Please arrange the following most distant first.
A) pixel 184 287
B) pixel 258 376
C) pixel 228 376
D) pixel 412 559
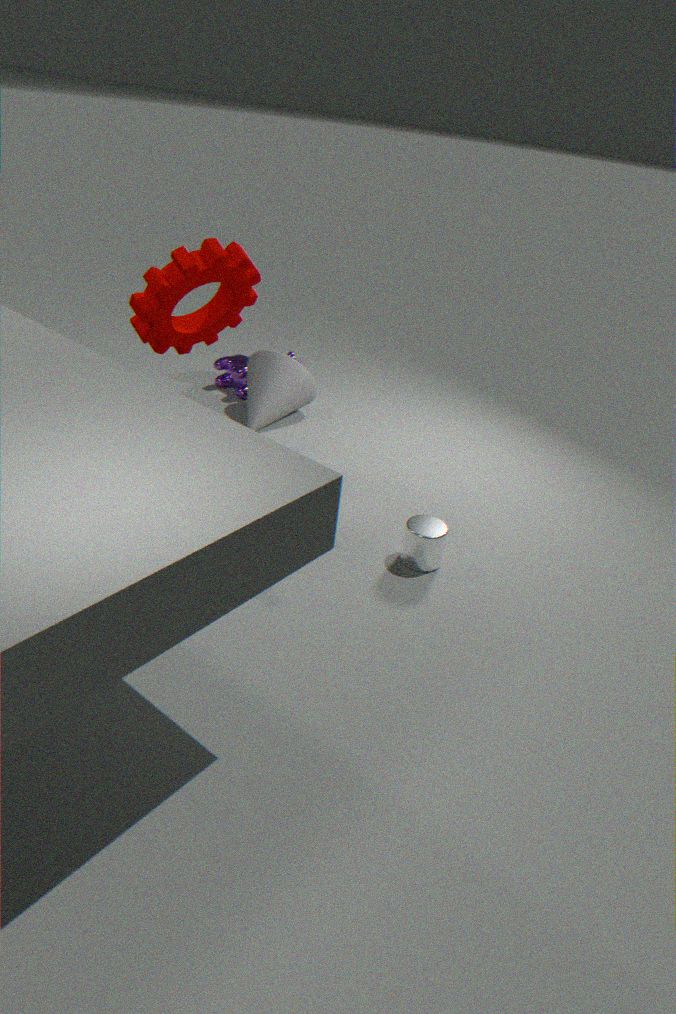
→ pixel 228 376 < pixel 258 376 < pixel 412 559 < pixel 184 287
